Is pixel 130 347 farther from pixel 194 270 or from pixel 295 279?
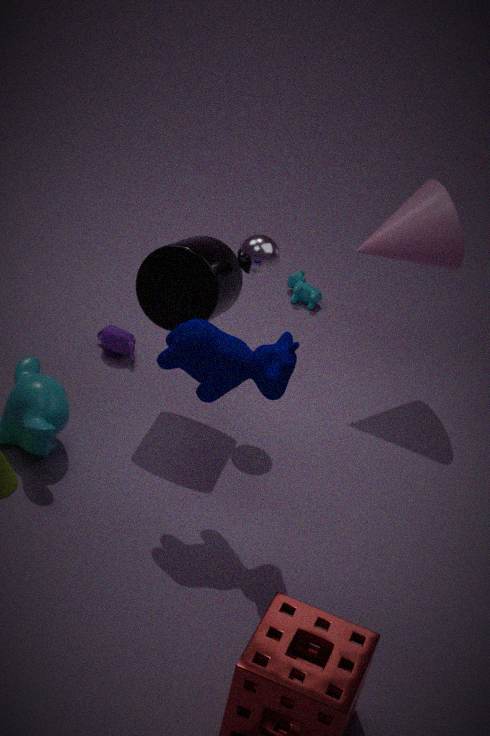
pixel 295 279
